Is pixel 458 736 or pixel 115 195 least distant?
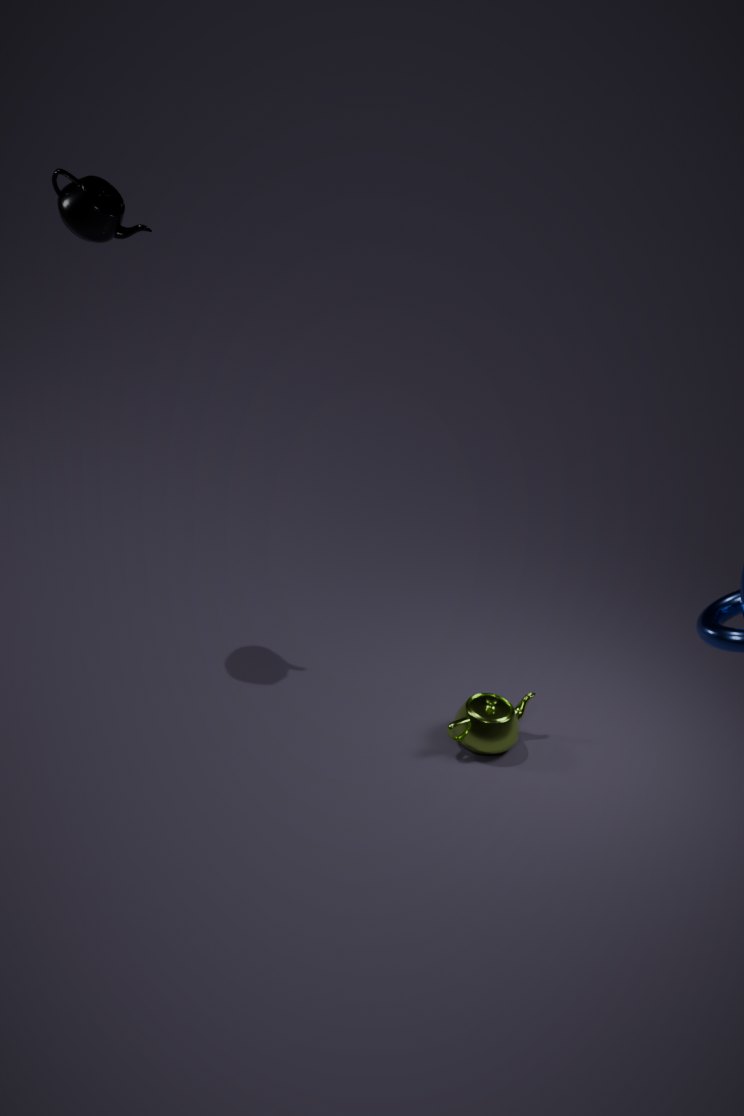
pixel 115 195
